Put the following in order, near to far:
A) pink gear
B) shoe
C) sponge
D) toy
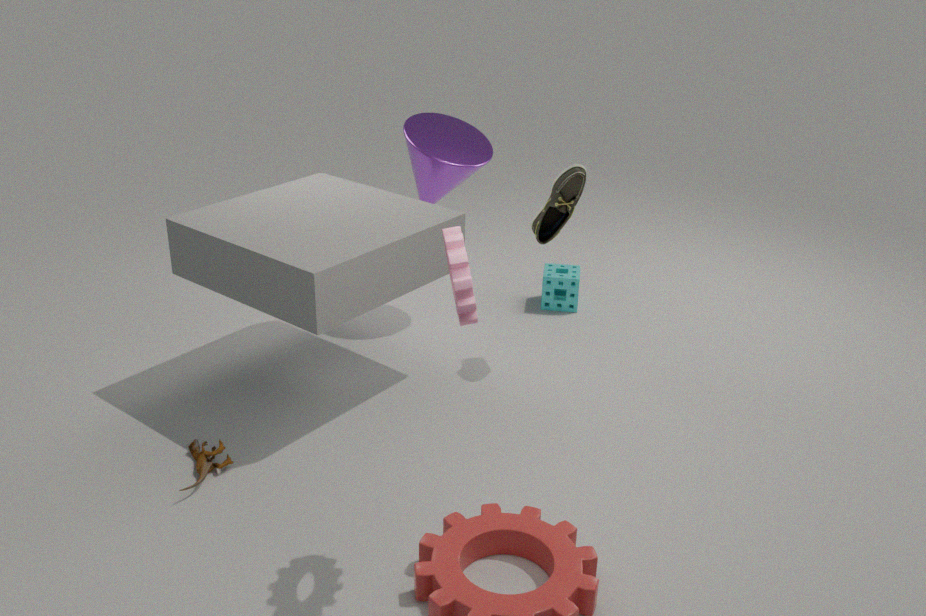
pink gear → toy → shoe → sponge
